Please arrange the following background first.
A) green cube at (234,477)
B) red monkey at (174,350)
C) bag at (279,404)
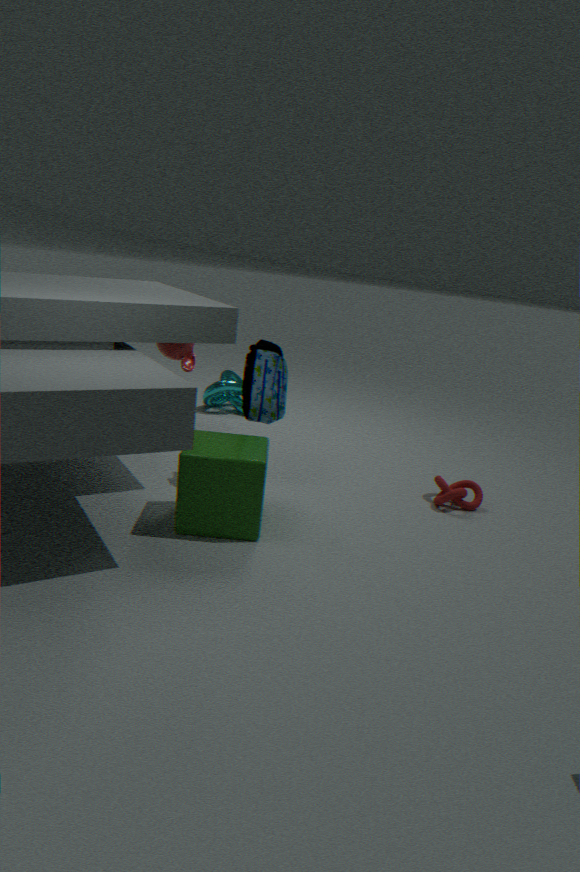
red monkey at (174,350) → bag at (279,404) → green cube at (234,477)
